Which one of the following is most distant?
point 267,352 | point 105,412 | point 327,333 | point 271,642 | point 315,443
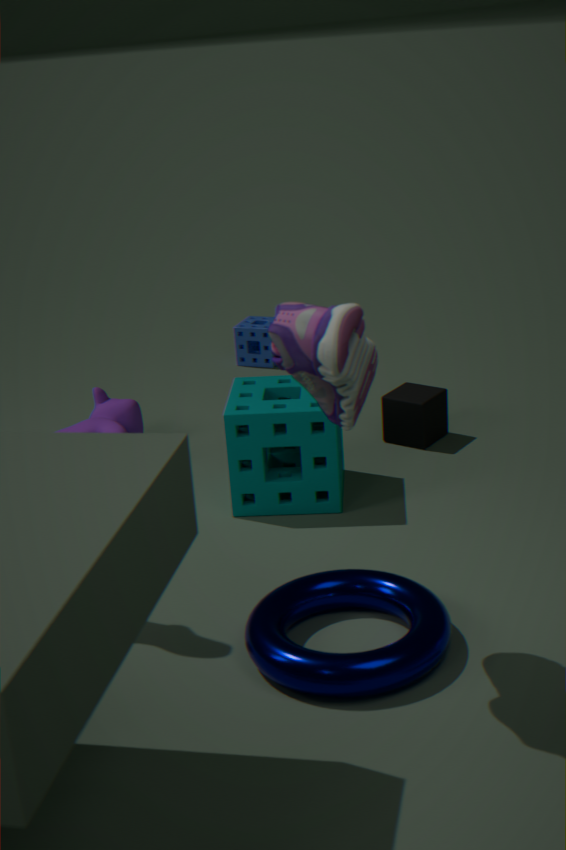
point 267,352
